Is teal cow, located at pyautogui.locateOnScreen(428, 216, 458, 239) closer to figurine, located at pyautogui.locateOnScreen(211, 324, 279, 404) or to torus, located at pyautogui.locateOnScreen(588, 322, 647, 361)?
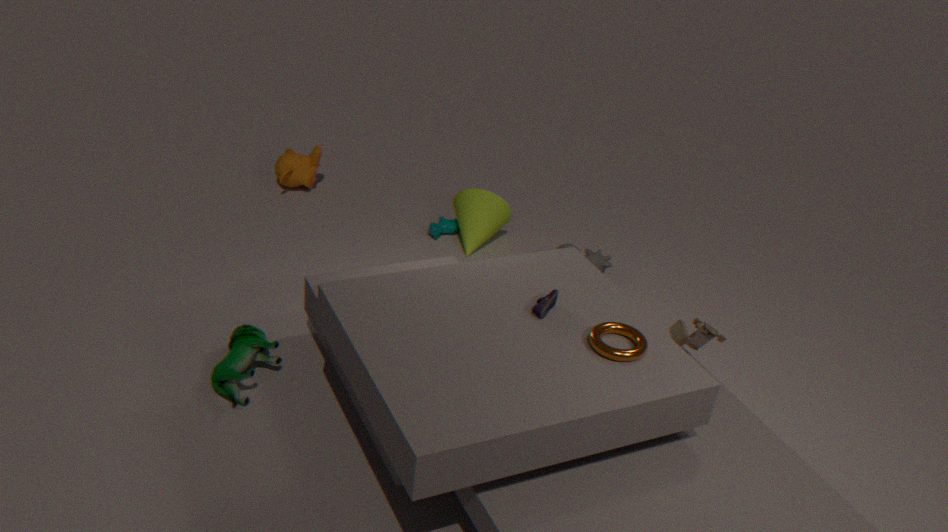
figurine, located at pyautogui.locateOnScreen(211, 324, 279, 404)
